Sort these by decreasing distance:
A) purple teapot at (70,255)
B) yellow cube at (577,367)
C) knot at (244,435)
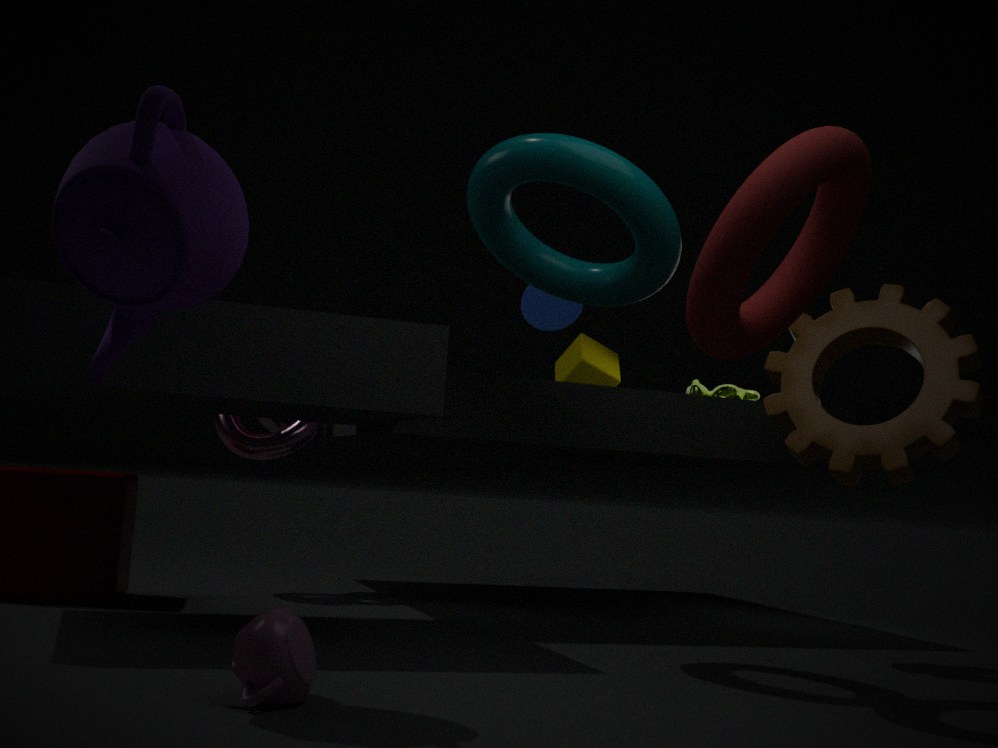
yellow cube at (577,367) → knot at (244,435) → purple teapot at (70,255)
